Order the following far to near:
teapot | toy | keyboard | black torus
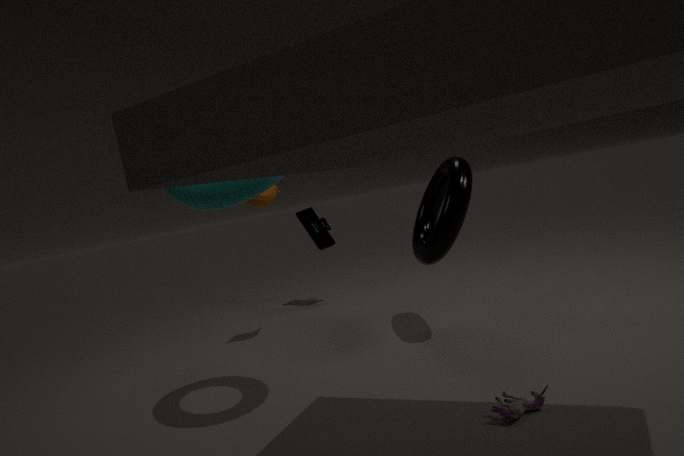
keyboard → teapot → black torus → toy
